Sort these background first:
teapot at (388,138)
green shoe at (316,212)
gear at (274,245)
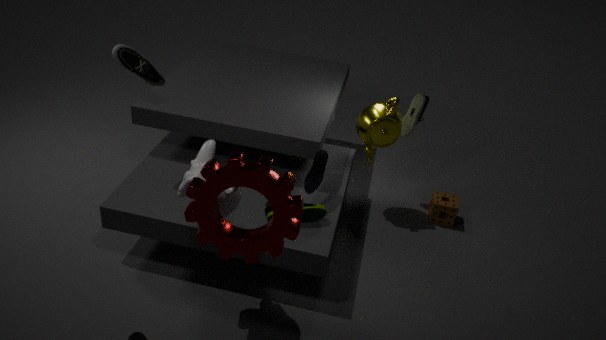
1. teapot at (388,138)
2. green shoe at (316,212)
3. gear at (274,245)
